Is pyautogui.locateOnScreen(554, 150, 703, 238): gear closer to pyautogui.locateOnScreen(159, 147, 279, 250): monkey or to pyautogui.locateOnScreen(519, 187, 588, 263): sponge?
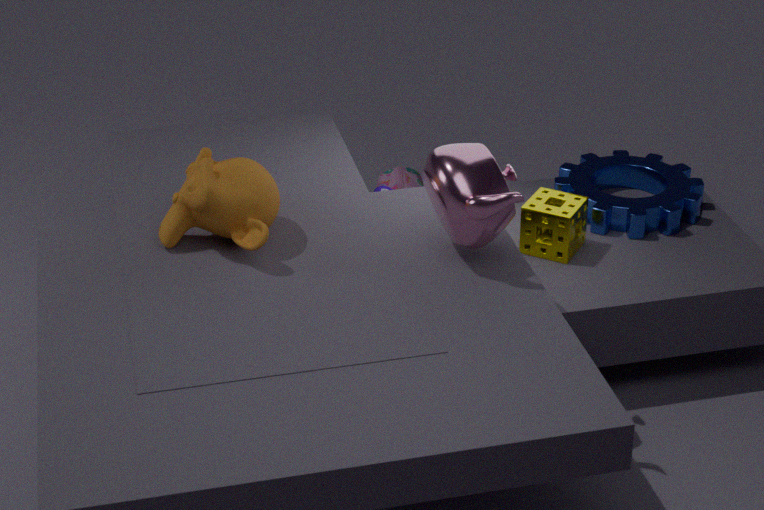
pyautogui.locateOnScreen(519, 187, 588, 263): sponge
